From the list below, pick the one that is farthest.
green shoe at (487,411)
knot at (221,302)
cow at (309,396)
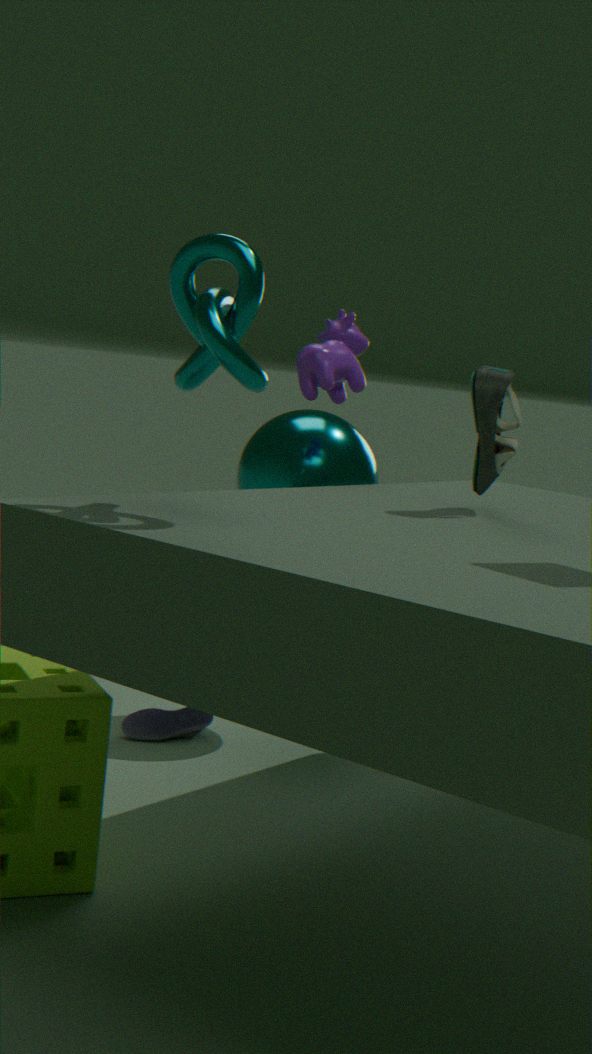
cow at (309,396)
